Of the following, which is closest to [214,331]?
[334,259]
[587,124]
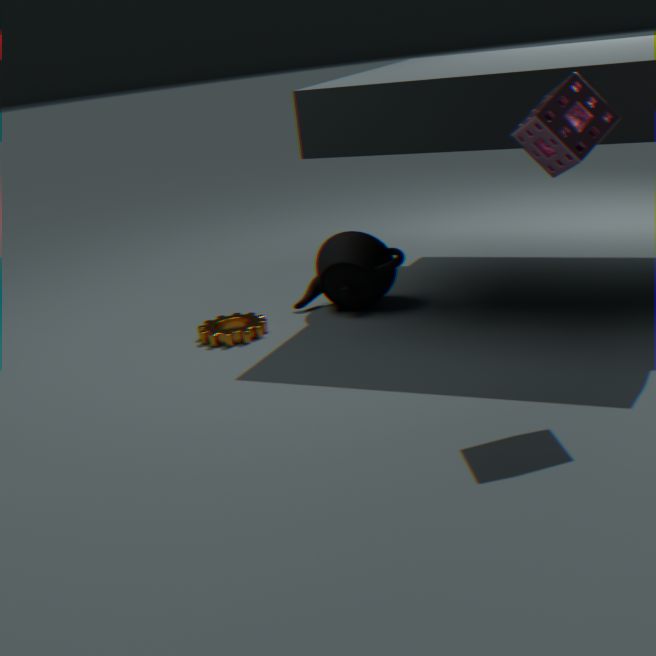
[334,259]
